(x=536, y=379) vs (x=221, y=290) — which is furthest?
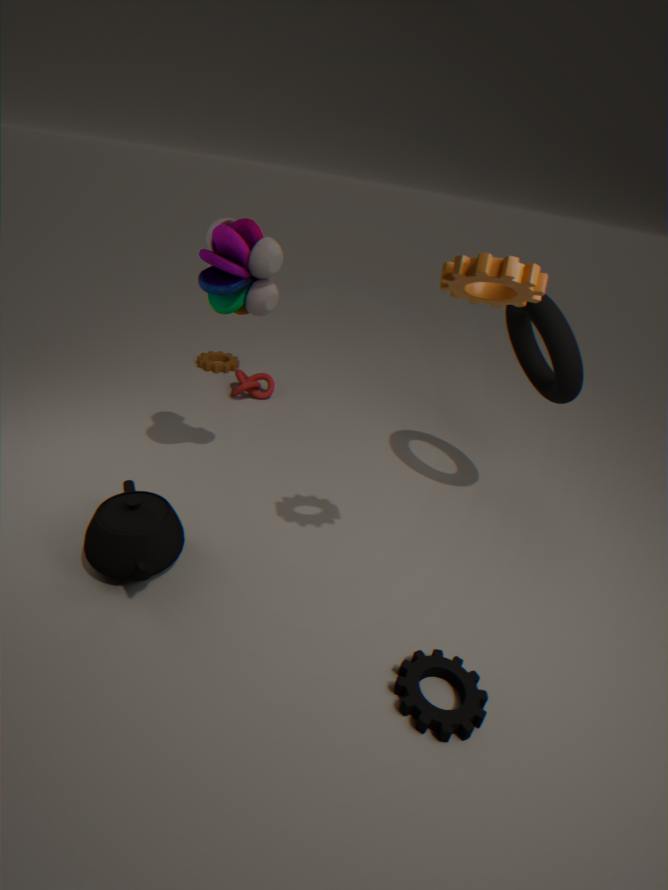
(x=536, y=379)
